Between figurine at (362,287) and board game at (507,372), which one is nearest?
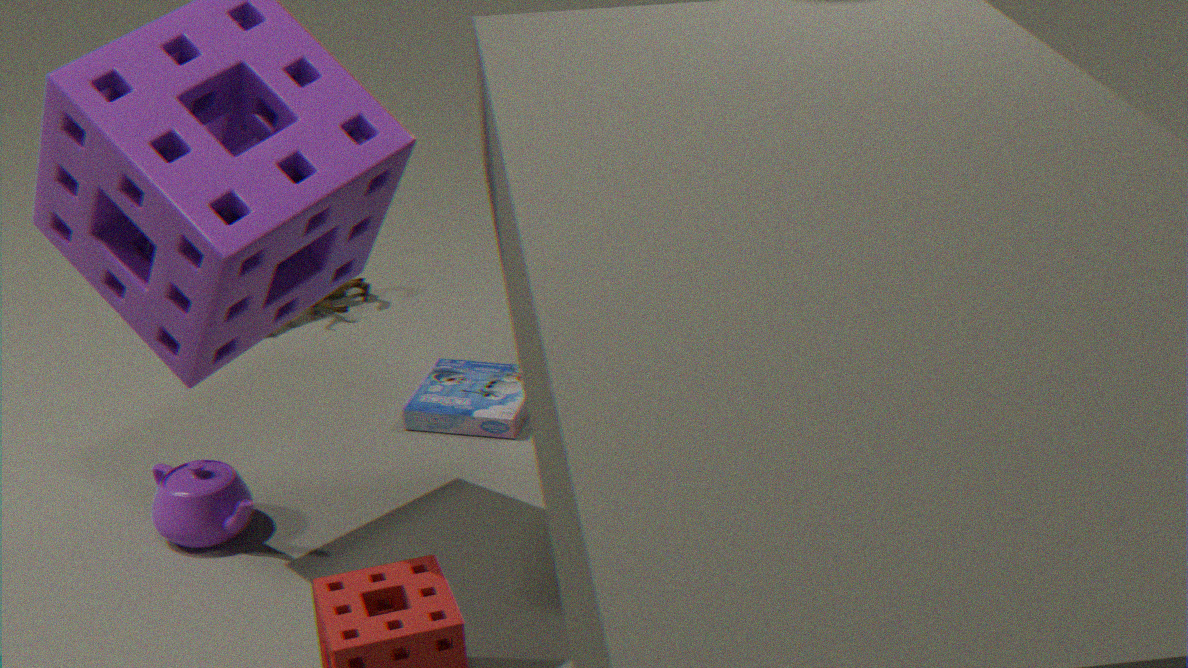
board game at (507,372)
